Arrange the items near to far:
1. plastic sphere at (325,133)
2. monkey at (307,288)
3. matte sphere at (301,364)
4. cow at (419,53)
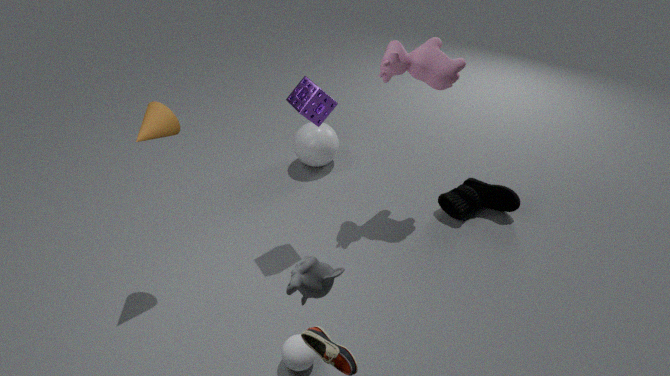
monkey at (307,288)
matte sphere at (301,364)
cow at (419,53)
plastic sphere at (325,133)
